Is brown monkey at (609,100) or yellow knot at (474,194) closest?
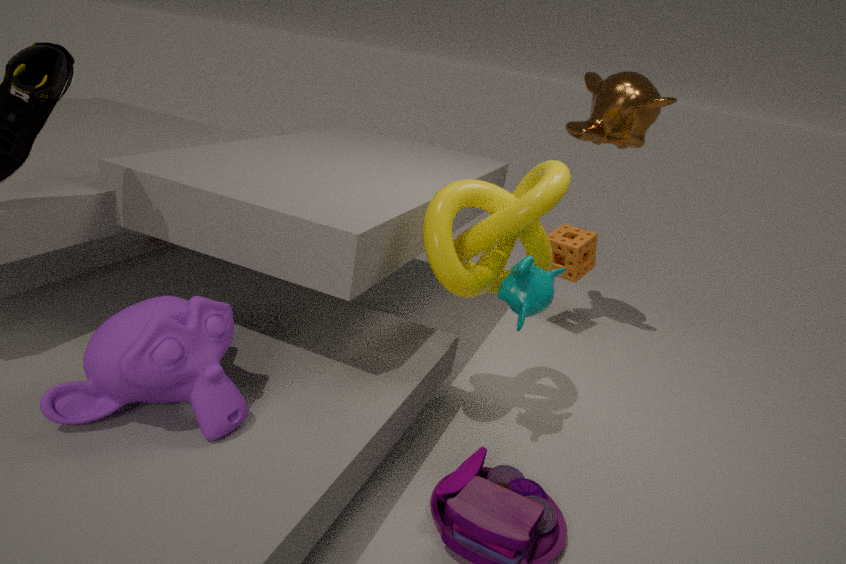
yellow knot at (474,194)
